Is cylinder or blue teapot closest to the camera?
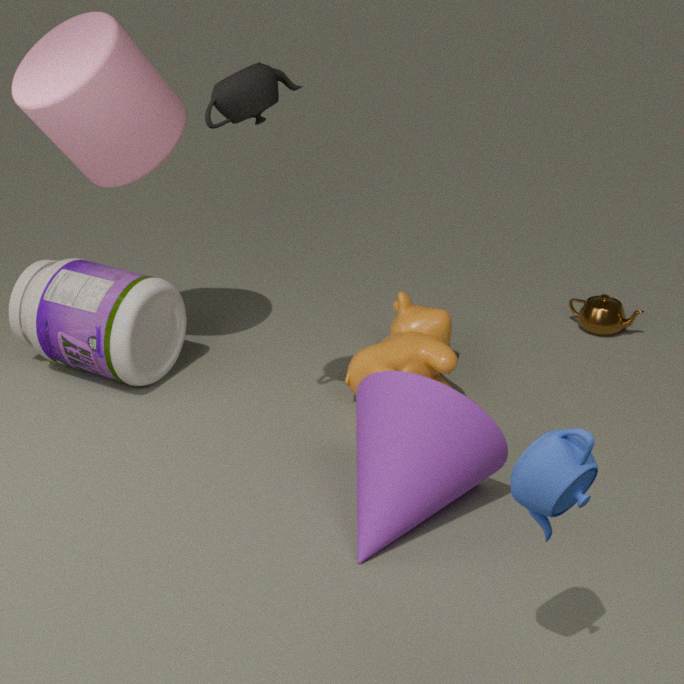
blue teapot
